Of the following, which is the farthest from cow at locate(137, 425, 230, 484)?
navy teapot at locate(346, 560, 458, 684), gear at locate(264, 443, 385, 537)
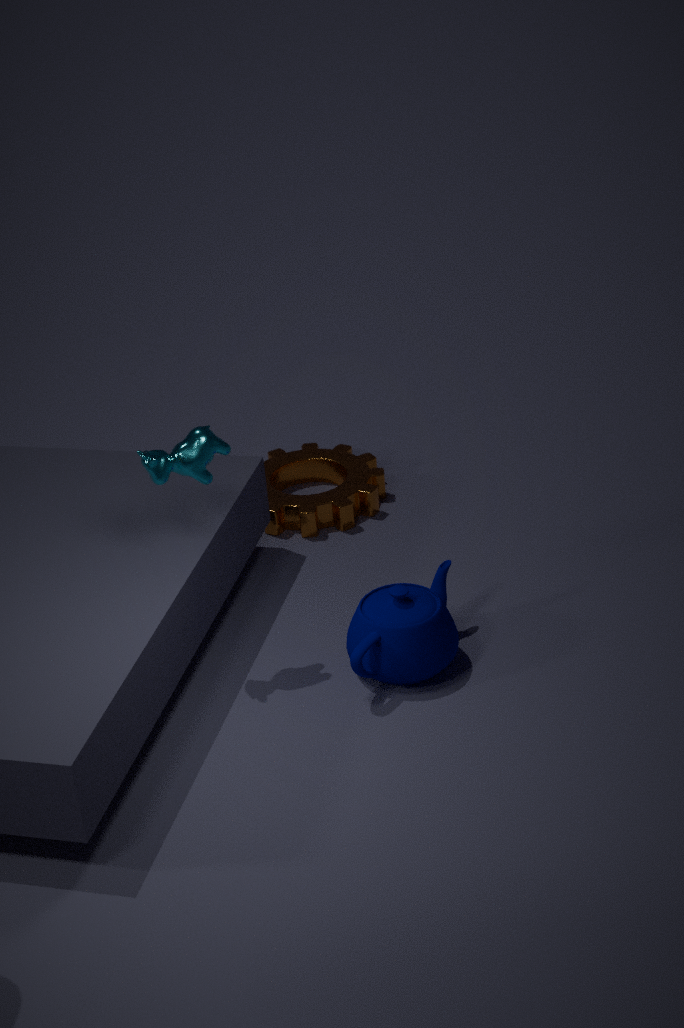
gear at locate(264, 443, 385, 537)
